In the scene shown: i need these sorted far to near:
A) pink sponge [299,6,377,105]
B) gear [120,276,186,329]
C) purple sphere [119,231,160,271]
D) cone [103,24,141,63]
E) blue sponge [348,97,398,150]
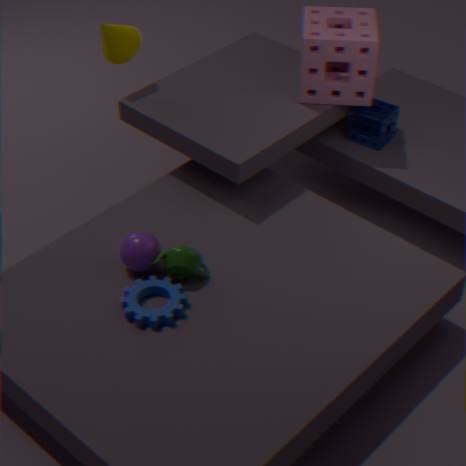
blue sponge [348,97,398,150], cone [103,24,141,63], pink sponge [299,6,377,105], purple sphere [119,231,160,271], gear [120,276,186,329]
